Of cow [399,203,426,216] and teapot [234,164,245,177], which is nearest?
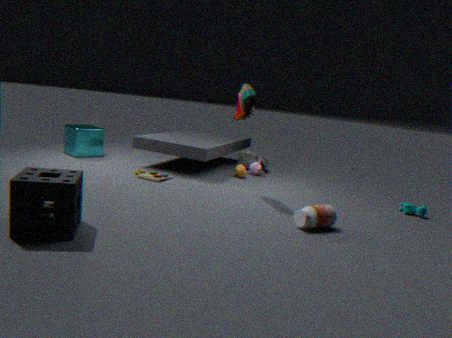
cow [399,203,426,216]
